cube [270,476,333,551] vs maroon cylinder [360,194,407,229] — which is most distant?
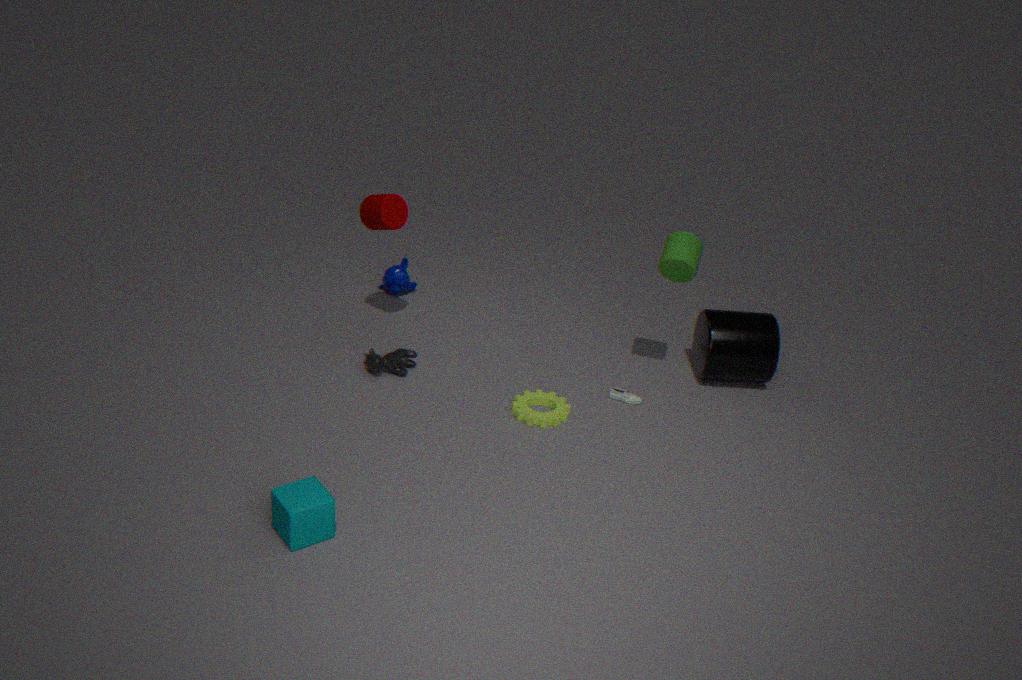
maroon cylinder [360,194,407,229]
